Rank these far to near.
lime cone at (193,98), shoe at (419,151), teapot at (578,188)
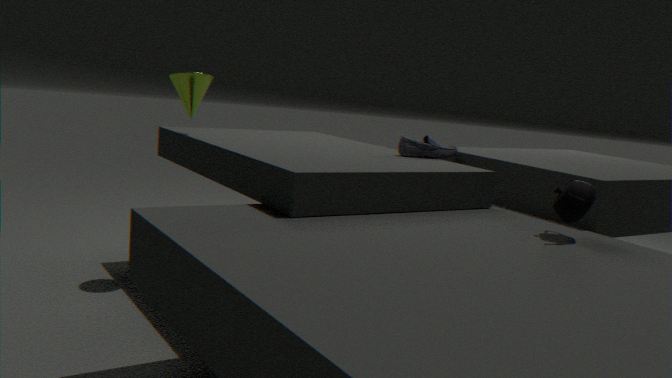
lime cone at (193,98)
shoe at (419,151)
teapot at (578,188)
